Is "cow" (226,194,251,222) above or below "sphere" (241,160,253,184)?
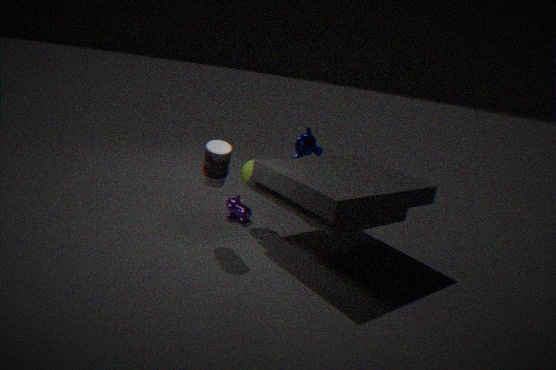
below
